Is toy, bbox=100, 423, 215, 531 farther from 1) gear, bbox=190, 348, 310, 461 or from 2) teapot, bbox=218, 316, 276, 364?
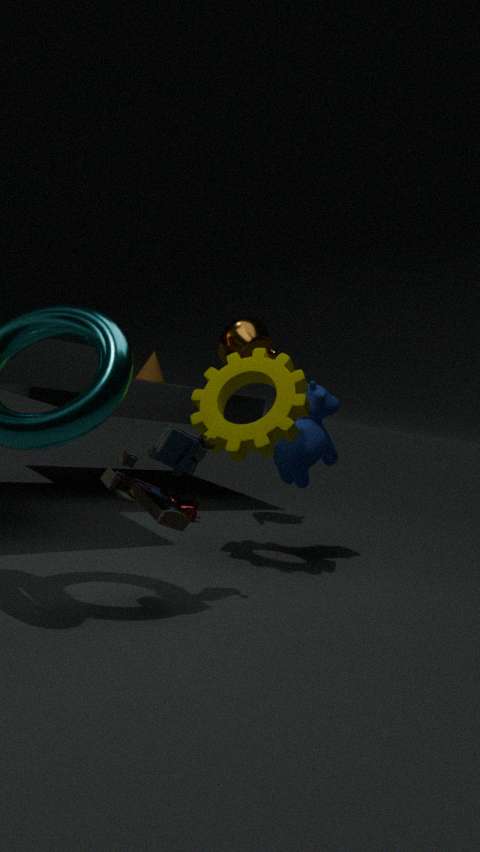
2) teapot, bbox=218, 316, 276, 364
